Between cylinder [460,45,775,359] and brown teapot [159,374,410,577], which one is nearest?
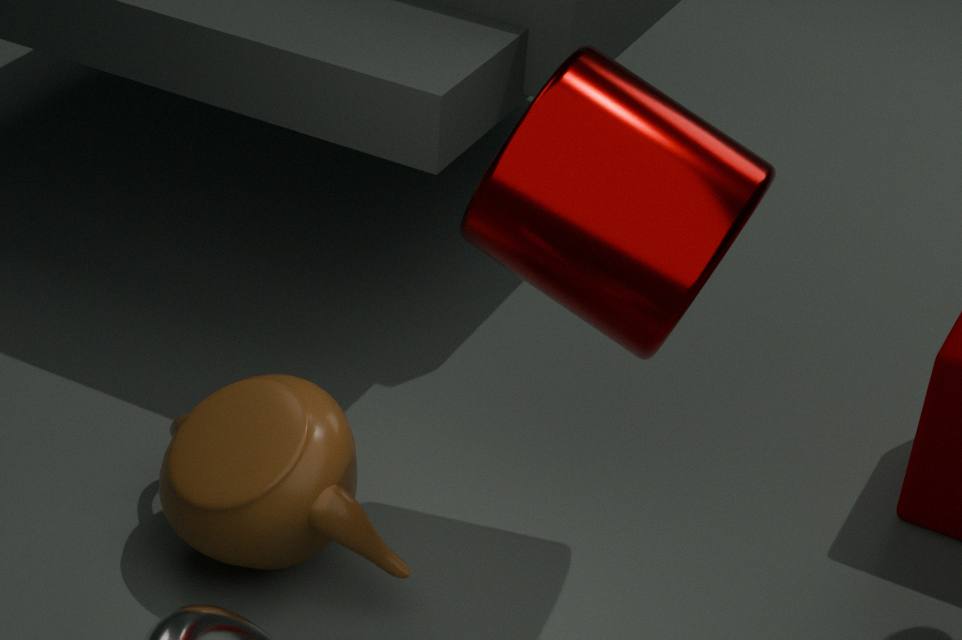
cylinder [460,45,775,359]
